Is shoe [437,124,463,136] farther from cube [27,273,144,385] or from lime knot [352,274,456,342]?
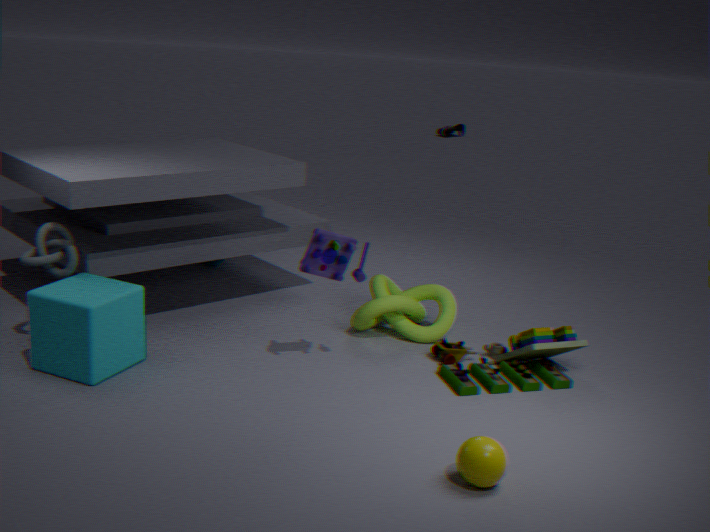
cube [27,273,144,385]
